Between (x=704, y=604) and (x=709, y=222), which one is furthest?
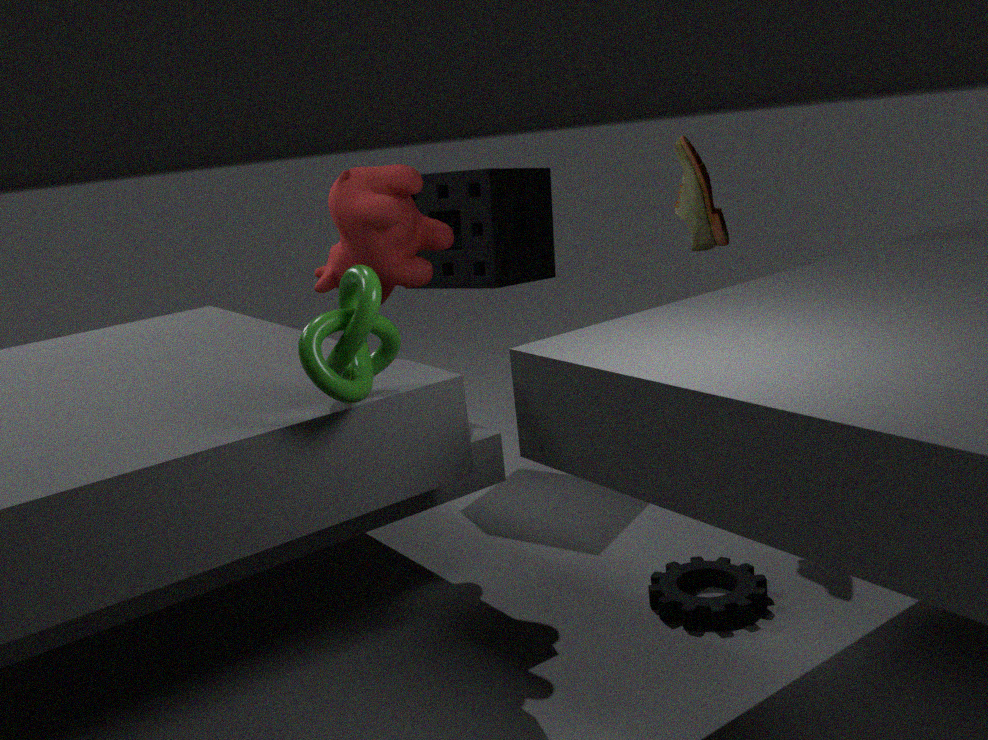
(x=709, y=222)
